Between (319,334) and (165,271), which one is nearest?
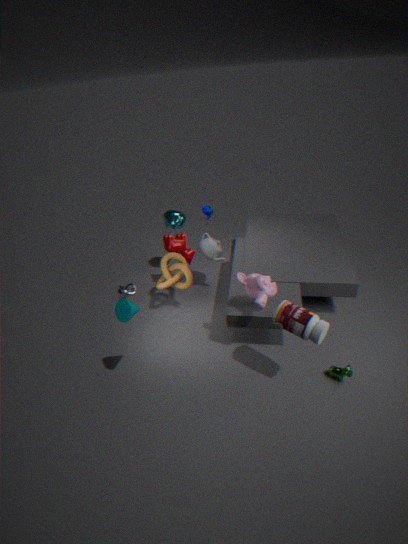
(319,334)
